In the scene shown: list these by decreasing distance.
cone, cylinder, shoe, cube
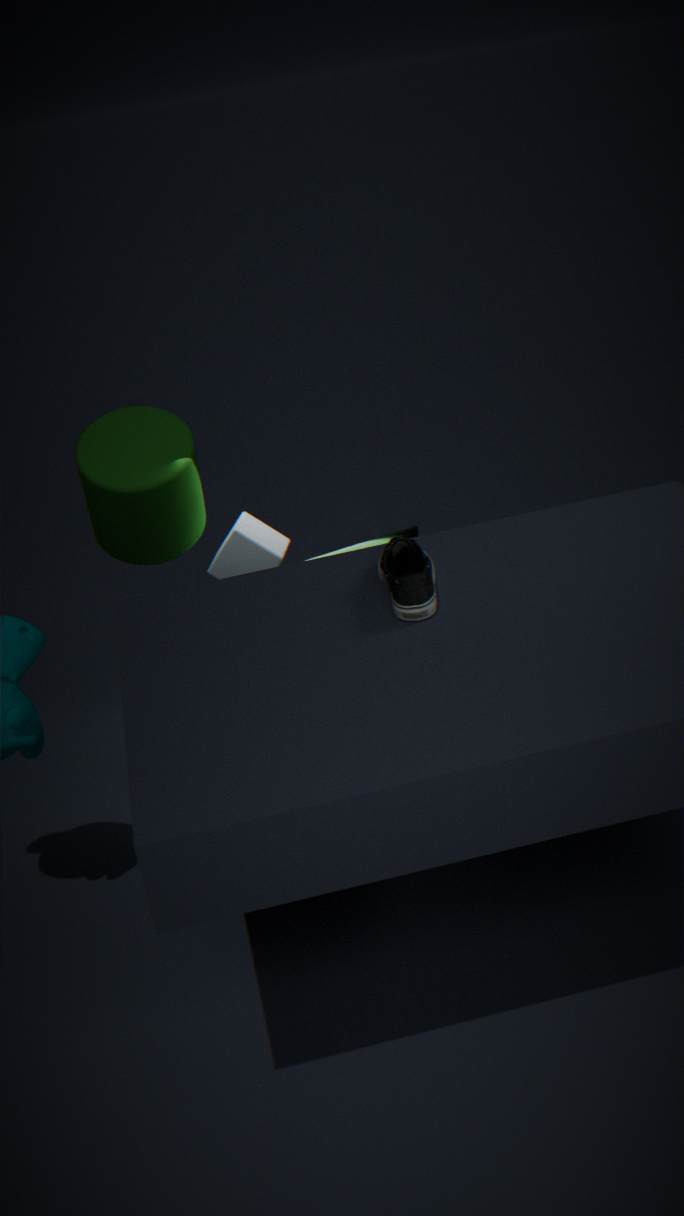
cube
cylinder
cone
shoe
